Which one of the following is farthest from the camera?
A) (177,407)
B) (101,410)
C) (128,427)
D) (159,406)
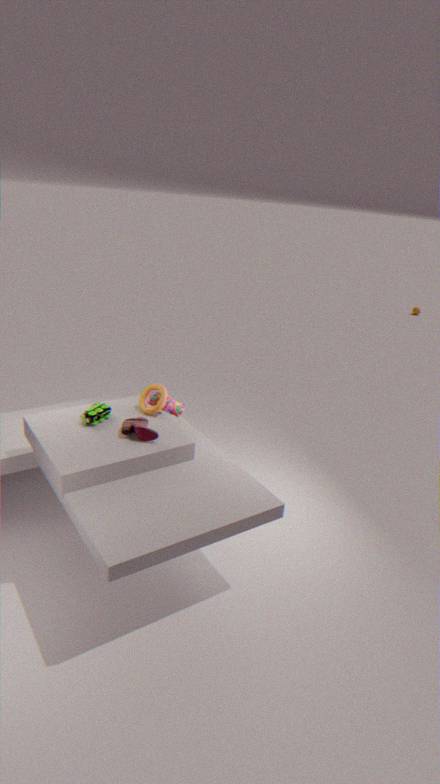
(177,407)
